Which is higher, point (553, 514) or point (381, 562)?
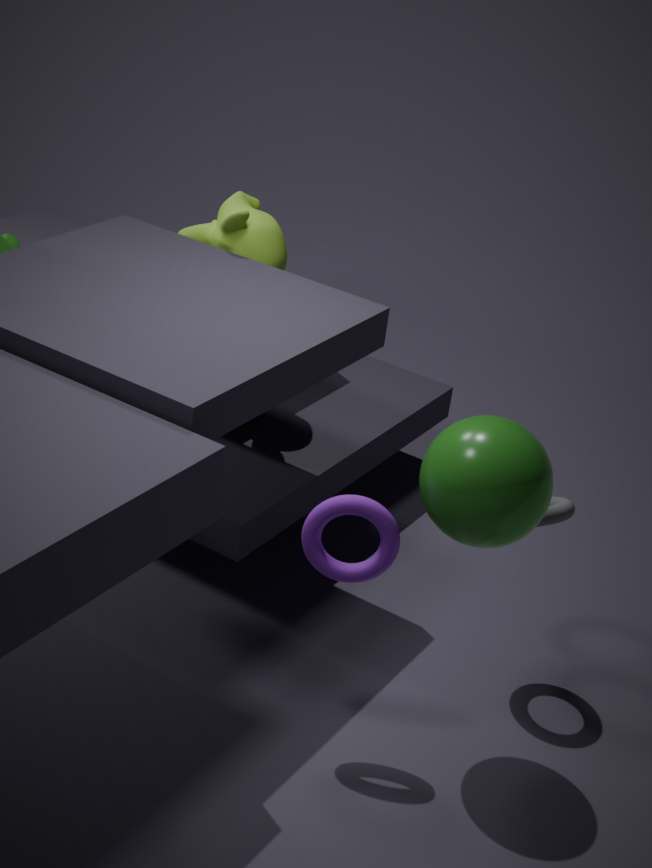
point (381, 562)
